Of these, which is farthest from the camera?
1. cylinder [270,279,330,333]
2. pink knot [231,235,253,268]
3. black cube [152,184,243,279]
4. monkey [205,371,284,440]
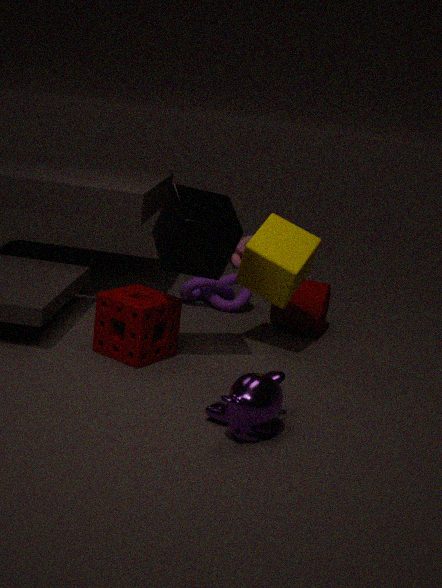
pink knot [231,235,253,268]
